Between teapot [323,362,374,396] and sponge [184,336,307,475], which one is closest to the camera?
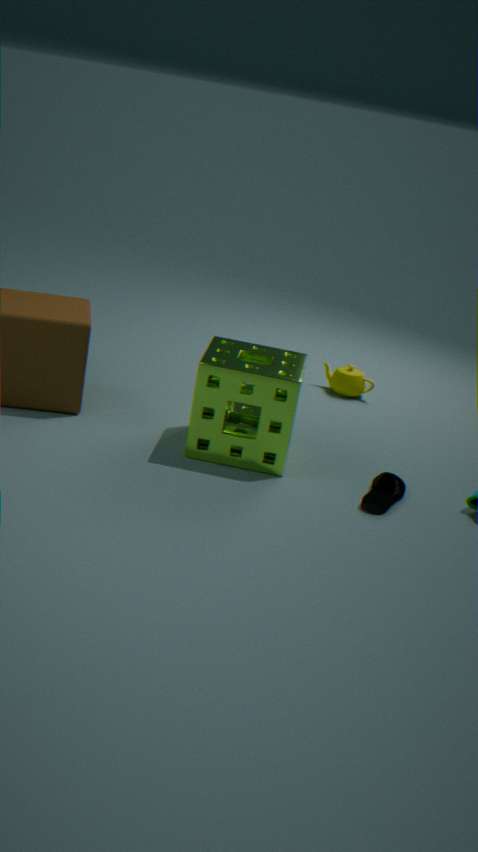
sponge [184,336,307,475]
